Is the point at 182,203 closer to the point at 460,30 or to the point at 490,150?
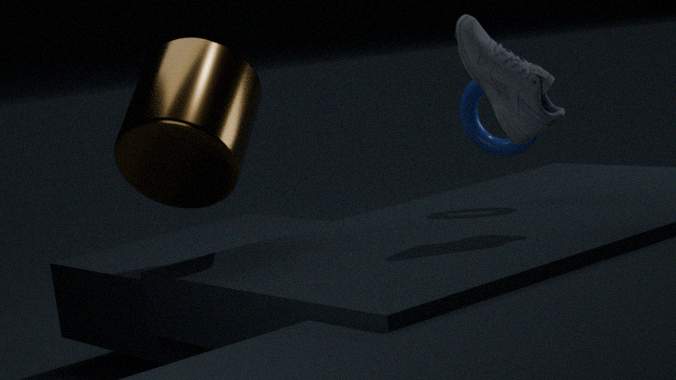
the point at 460,30
